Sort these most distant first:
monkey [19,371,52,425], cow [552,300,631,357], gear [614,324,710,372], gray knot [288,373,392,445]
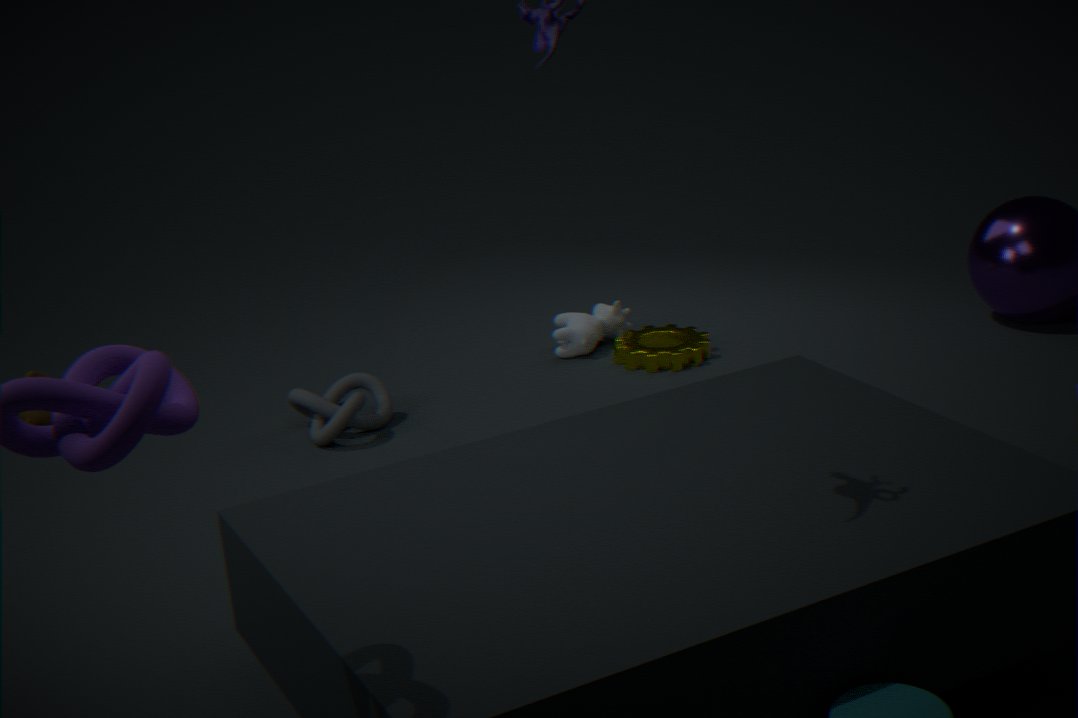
cow [552,300,631,357]
gear [614,324,710,372]
monkey [19,371,52,425]
gray knot [288,373,392,445]
